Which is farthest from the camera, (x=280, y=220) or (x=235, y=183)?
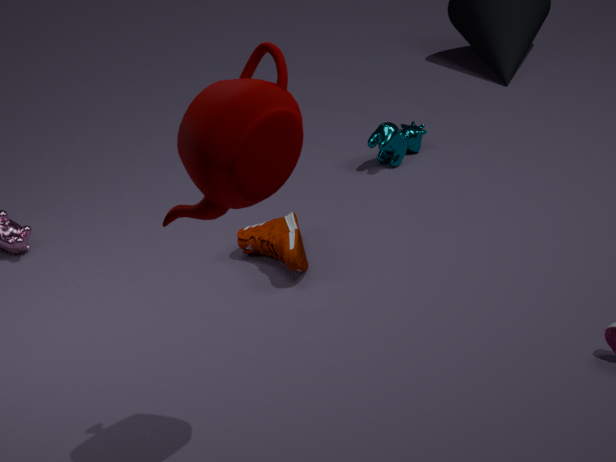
(x=280, y=220)
